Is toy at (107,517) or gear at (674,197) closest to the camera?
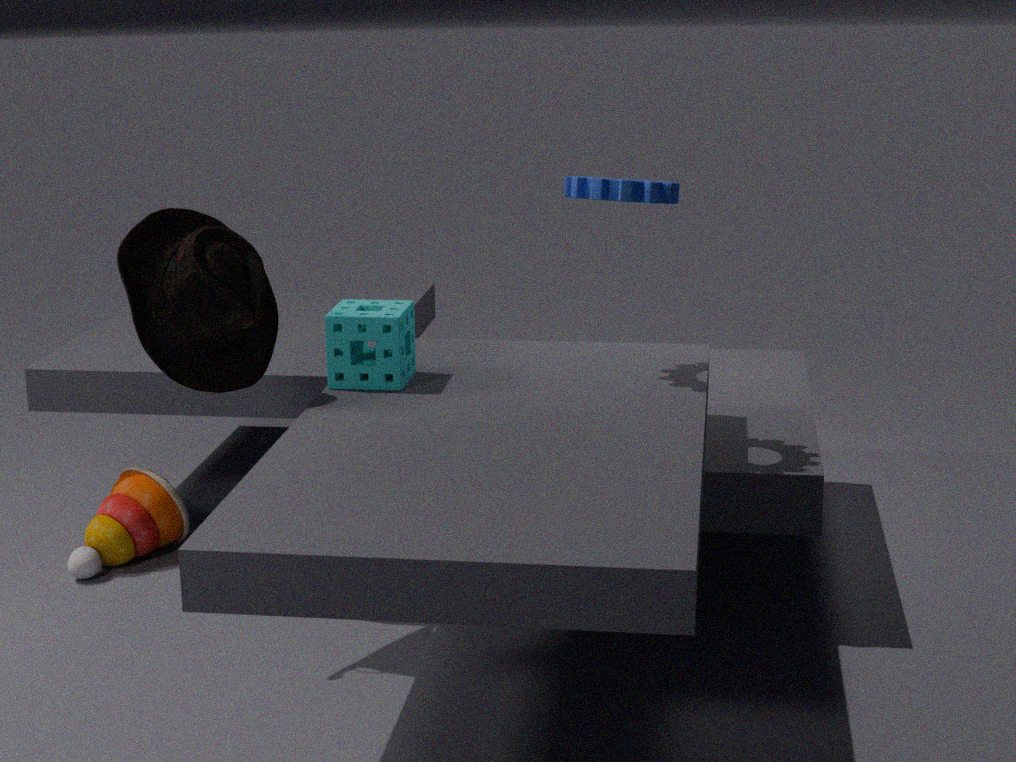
gear at (674,197)
